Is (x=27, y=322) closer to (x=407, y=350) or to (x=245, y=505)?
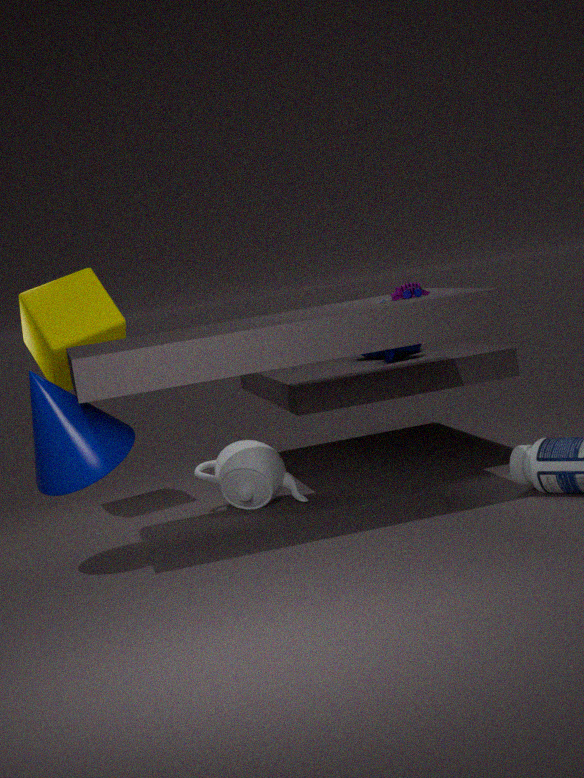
(x=245, y=505)
